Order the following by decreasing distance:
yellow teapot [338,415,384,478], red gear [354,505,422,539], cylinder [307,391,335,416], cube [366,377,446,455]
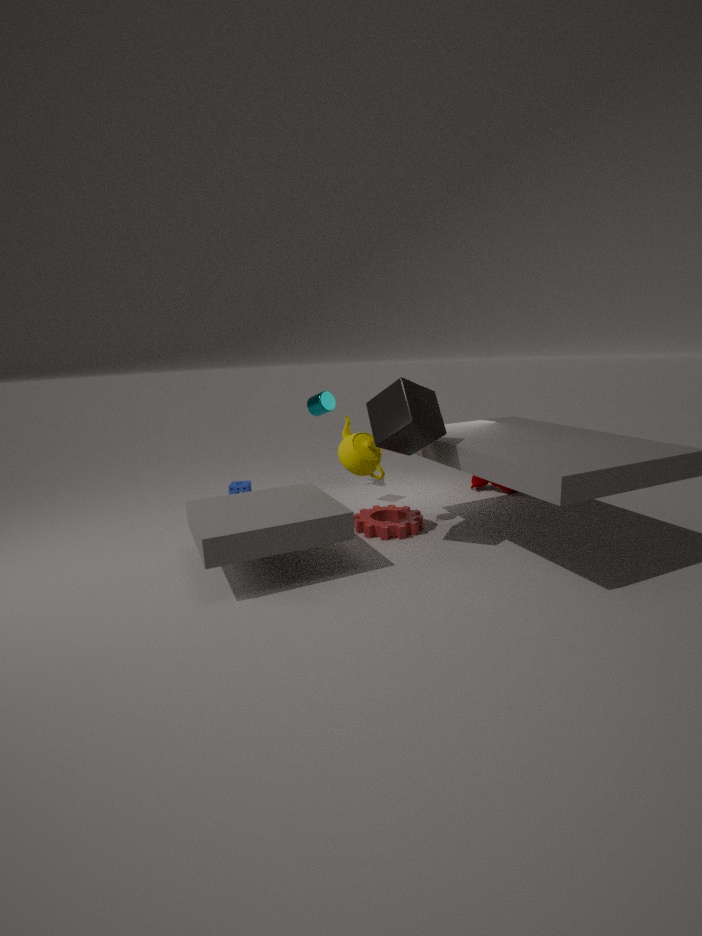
cylinder [307,391,335,416] < red gear [354,505,422,539] < yellow teapot [338,415,384,478] < cube [366,377,446,455]
